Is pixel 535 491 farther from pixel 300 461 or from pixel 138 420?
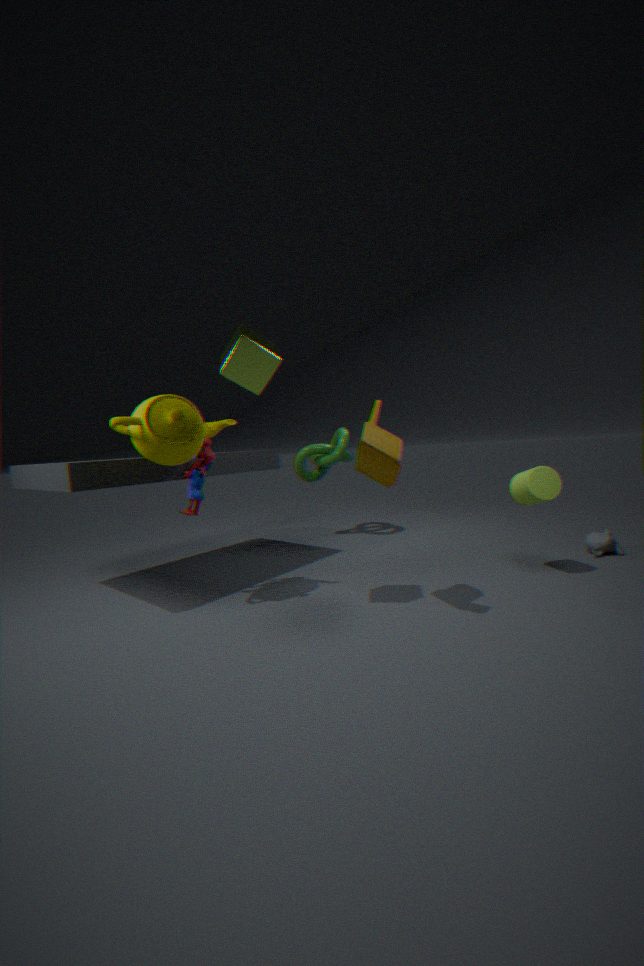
pixel 138 420
